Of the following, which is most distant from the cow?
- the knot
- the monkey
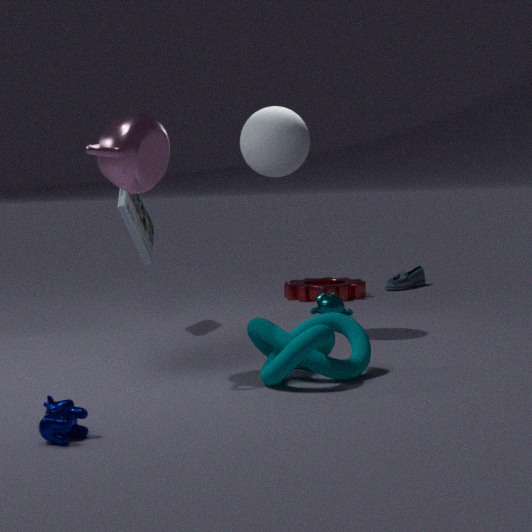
the monkey
